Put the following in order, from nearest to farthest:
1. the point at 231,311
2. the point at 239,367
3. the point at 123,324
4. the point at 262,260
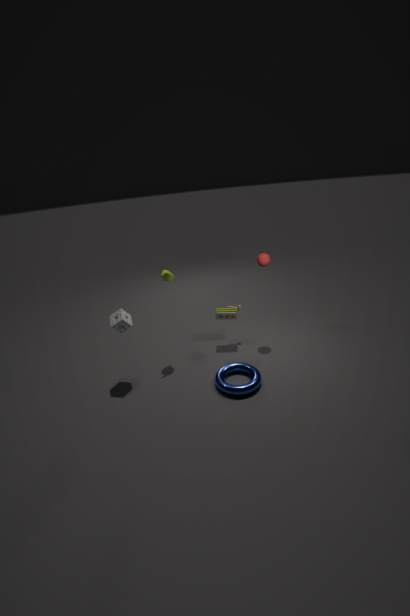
the point at 123,324
the point at 239,367
the point at 262,260
the point at 231,311
